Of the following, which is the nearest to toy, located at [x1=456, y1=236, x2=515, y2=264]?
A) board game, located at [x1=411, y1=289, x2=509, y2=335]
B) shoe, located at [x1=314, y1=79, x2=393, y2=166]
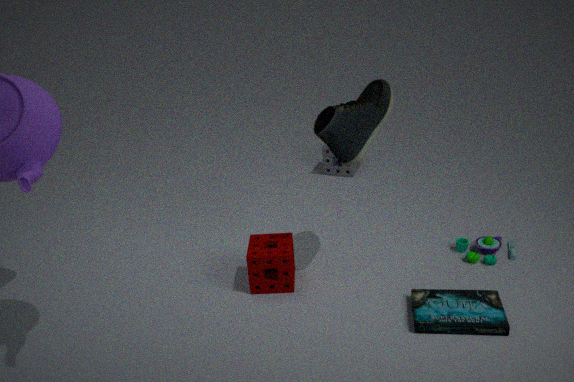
board game, located at [x1=411, y1=289, x2=509, y2=335]
